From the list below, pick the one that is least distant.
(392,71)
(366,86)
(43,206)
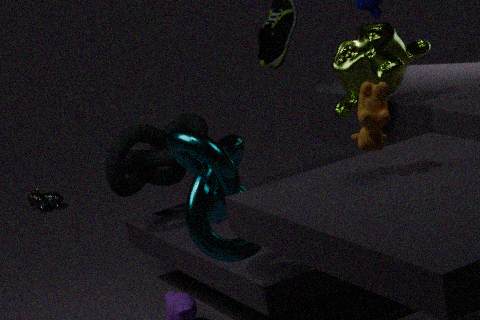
(366,86)
